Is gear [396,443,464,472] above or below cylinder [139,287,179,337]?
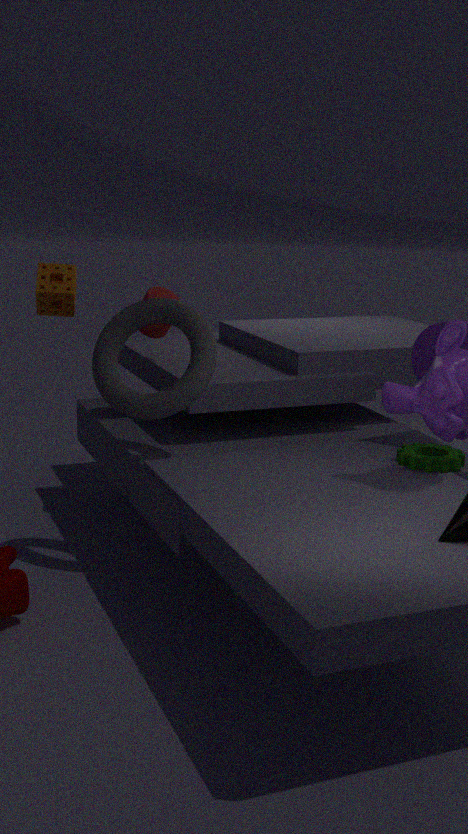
below
